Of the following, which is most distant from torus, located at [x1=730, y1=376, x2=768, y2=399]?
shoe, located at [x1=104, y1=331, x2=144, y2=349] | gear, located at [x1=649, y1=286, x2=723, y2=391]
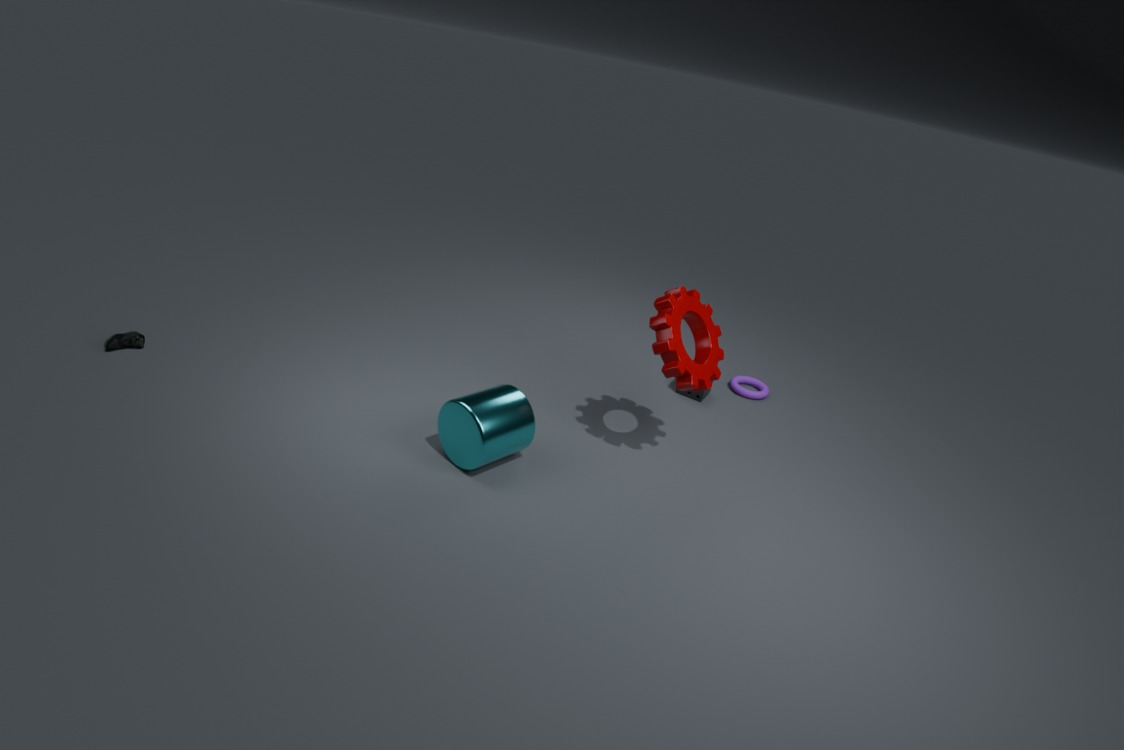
shoe, located at [x1=104, y1=331, x2=144, y2=349]
